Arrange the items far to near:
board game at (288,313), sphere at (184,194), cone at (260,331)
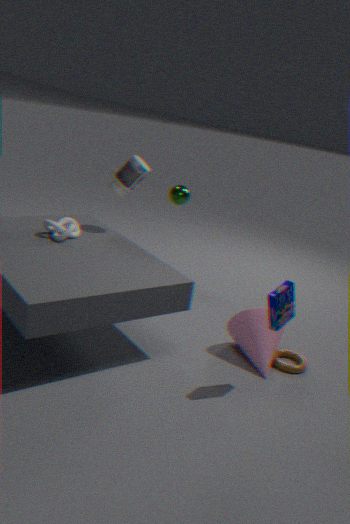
1. sphere at (184,194)
2. cone at (260,331)
3. board game at (288,313)
